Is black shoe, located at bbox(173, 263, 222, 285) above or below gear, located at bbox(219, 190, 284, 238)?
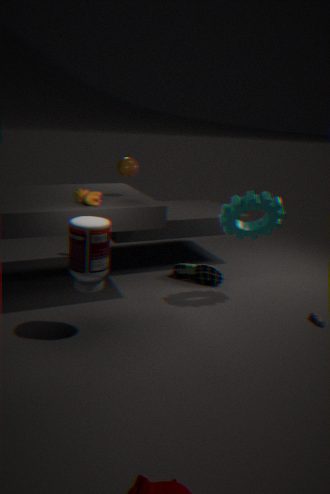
below
